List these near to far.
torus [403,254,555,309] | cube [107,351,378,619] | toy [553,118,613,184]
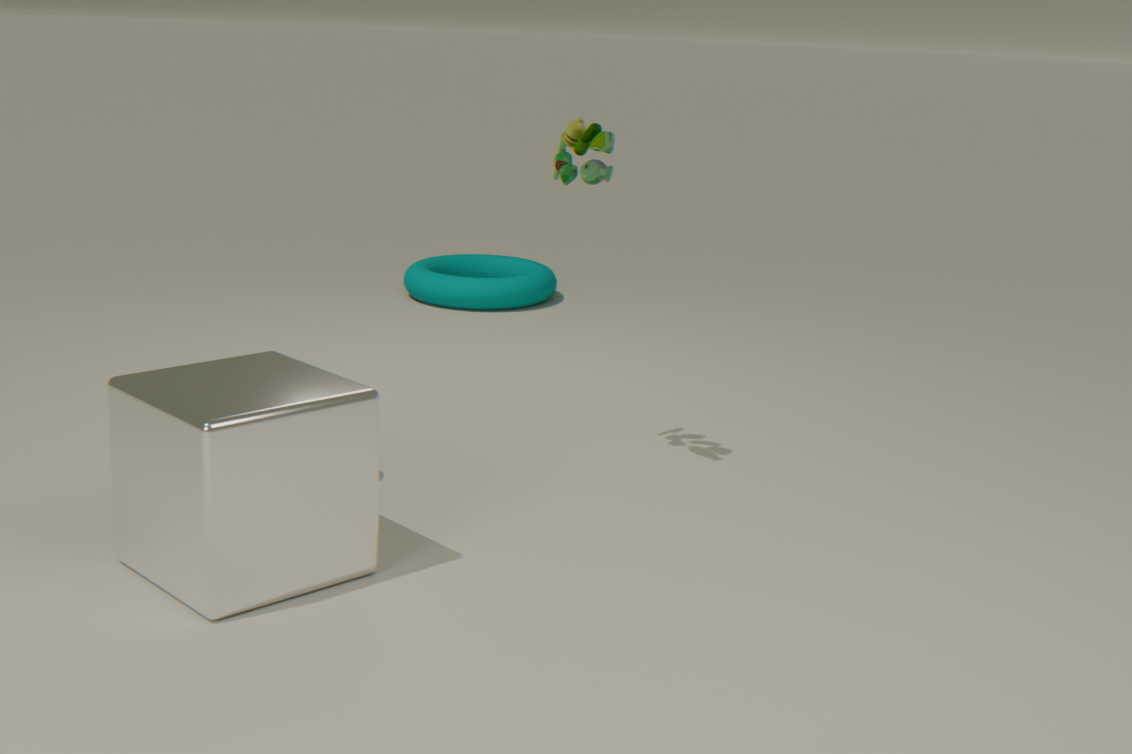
cube [107,351,378,619] → toy [553,118,613,184] → torus [403,254,555,309]
